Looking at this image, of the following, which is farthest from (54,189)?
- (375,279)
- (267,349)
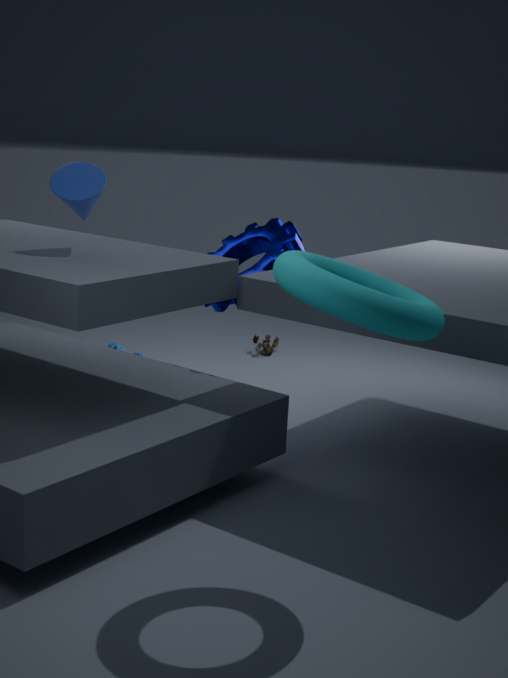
(267,349)
